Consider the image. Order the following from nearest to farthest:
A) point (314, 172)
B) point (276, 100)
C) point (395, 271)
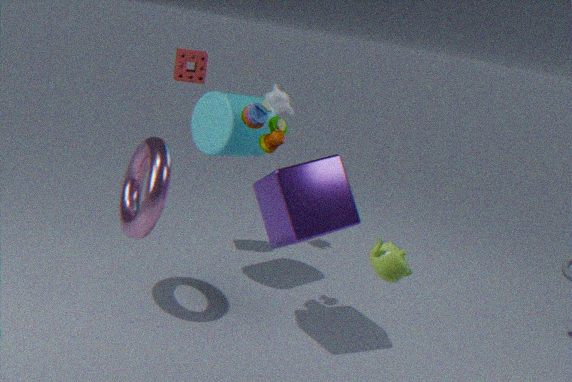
point (395, 271)
point (314, 172)
point (276, 100)
